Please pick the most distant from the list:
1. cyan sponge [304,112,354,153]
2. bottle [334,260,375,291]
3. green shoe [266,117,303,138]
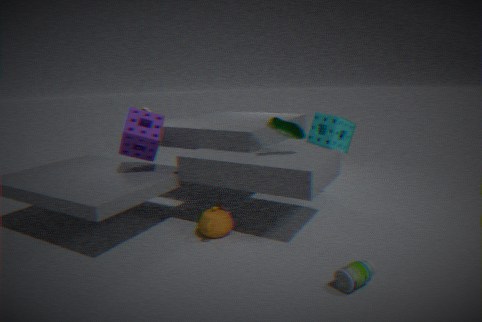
cyan sponge [304,112,354,153]
